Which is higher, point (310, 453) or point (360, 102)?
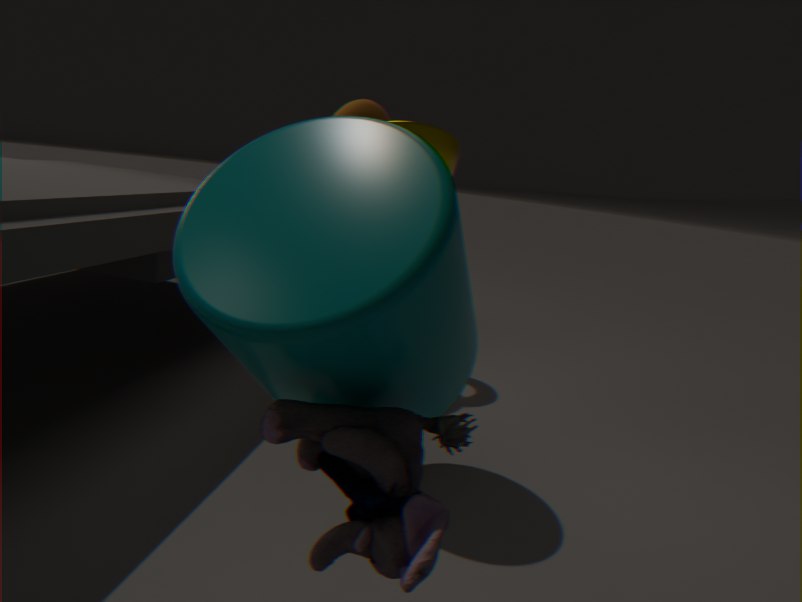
point (360, 102)
